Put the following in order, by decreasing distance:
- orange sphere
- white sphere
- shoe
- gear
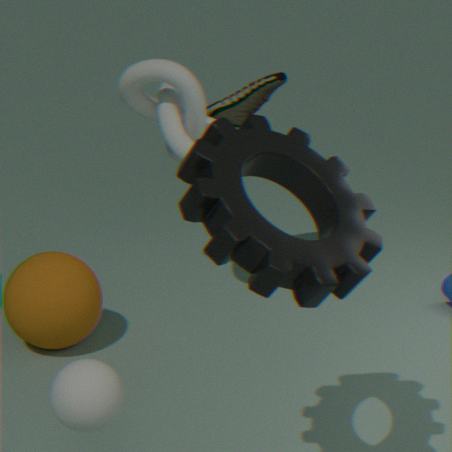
1. shoe
2. orange sphere
3. white sphere
4. gear
